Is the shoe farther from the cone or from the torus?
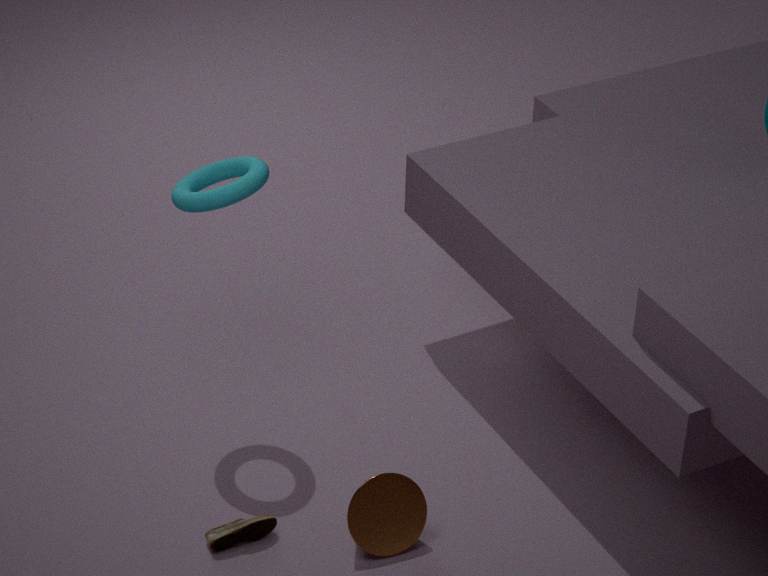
the torus
